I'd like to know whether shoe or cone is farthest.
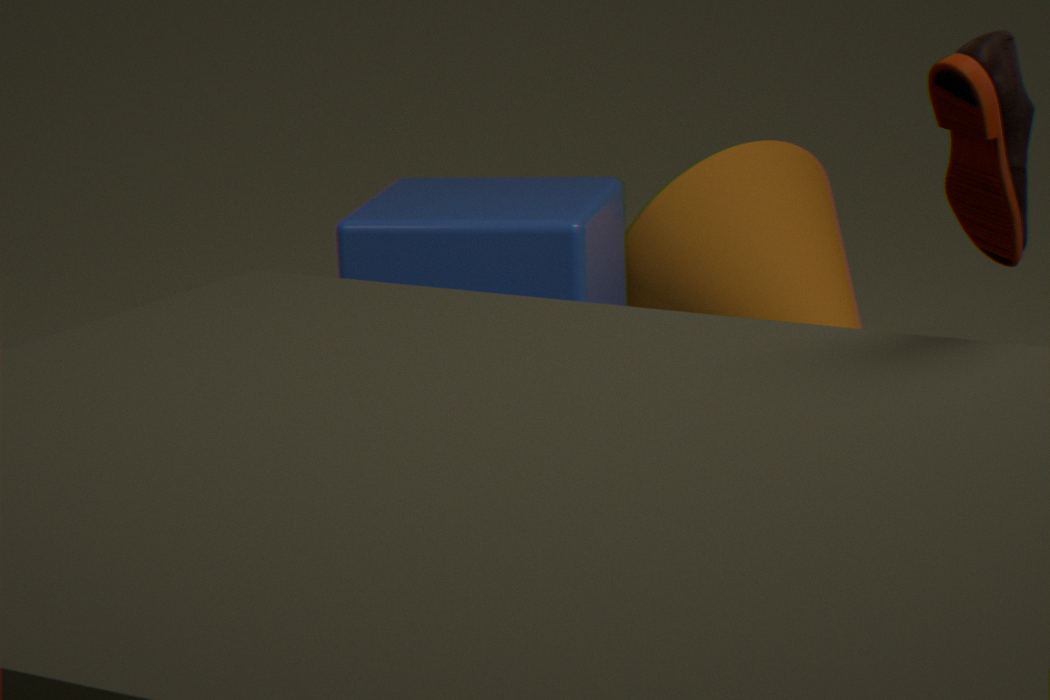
cone
